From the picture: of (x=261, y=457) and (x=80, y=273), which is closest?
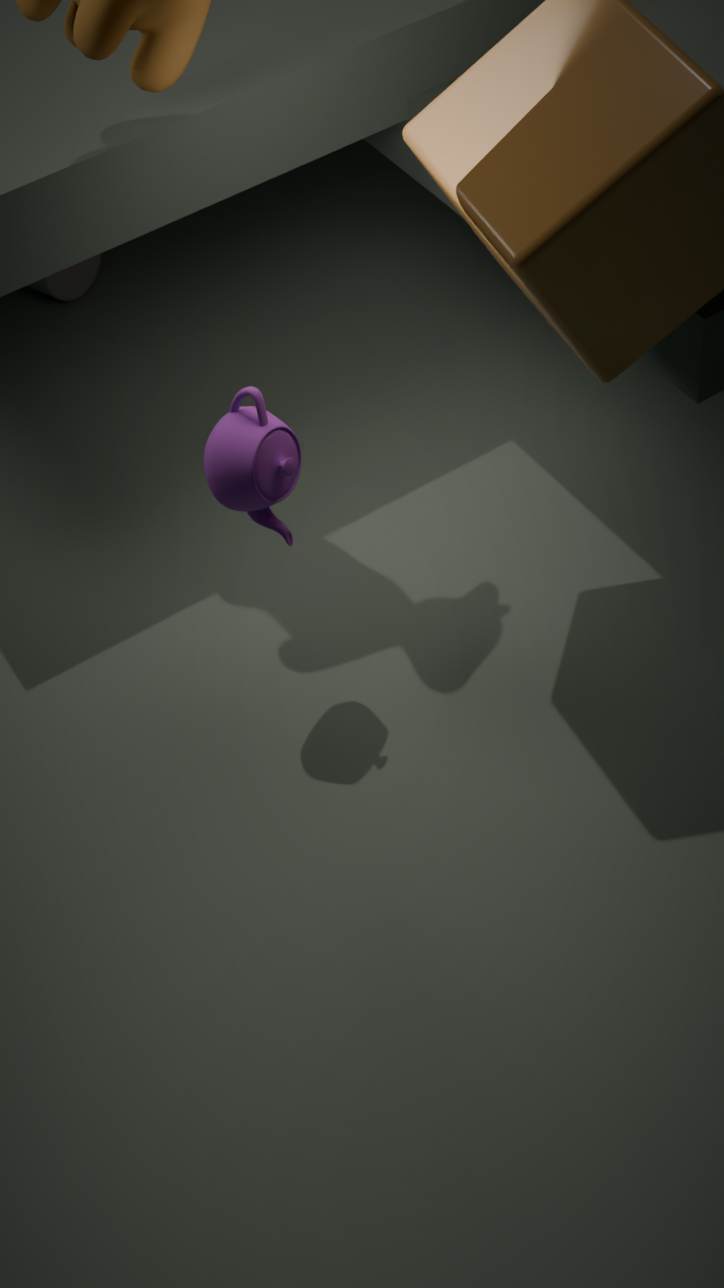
(x=261, y=457)
